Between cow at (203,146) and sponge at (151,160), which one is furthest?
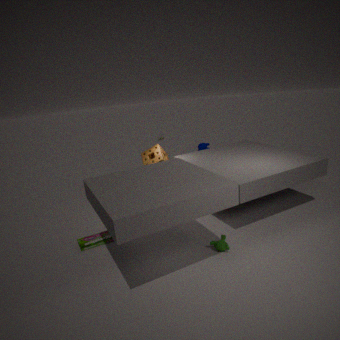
cow at (203,146)
